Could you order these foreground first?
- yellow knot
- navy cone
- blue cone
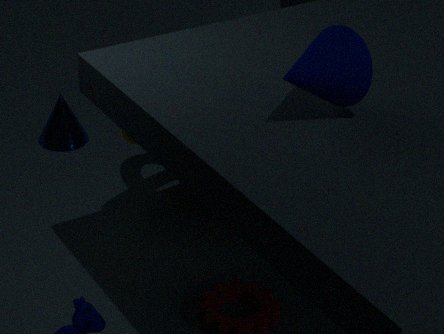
navy cone < yellow knot < blue cone
